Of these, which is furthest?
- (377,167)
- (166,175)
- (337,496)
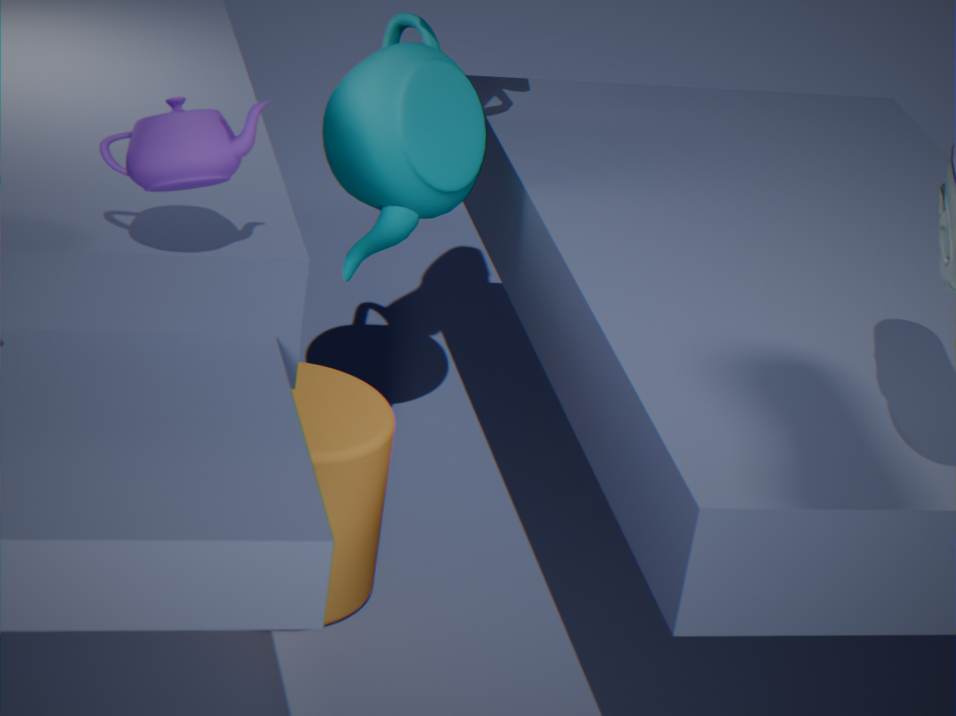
(377,167)
